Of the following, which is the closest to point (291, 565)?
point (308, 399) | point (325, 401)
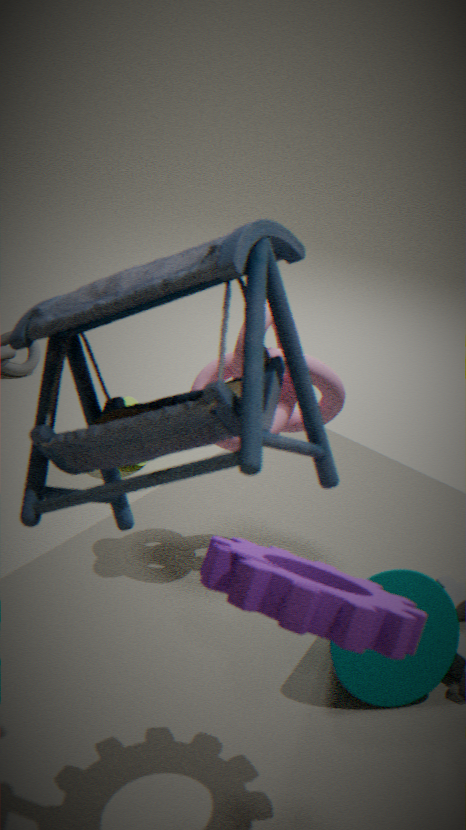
point (308, 399)
